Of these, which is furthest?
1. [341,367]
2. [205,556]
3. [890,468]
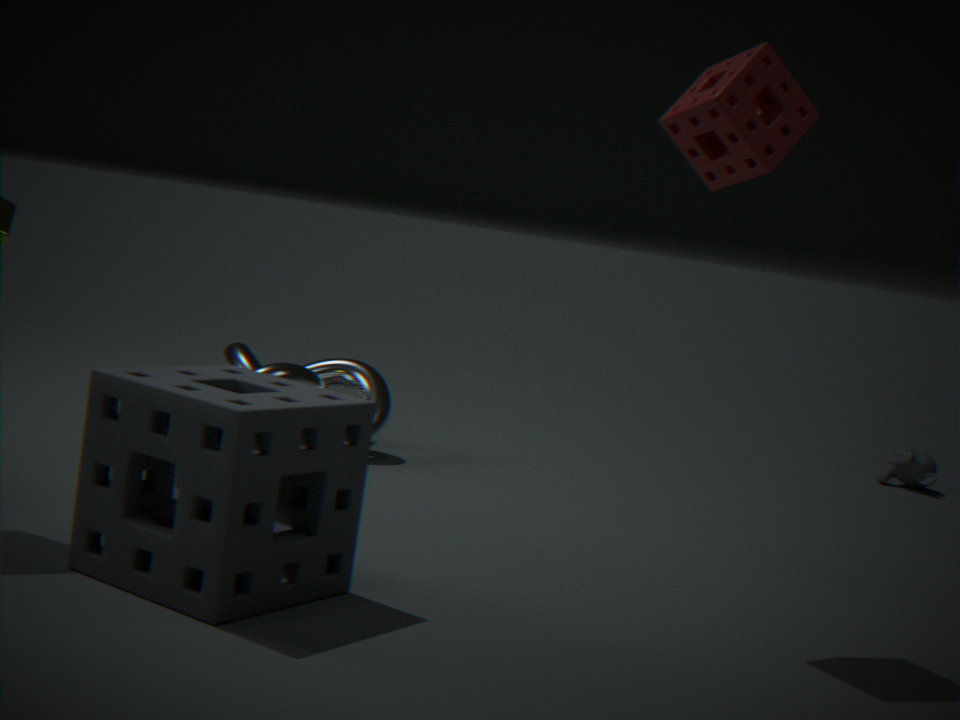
[890,468]
